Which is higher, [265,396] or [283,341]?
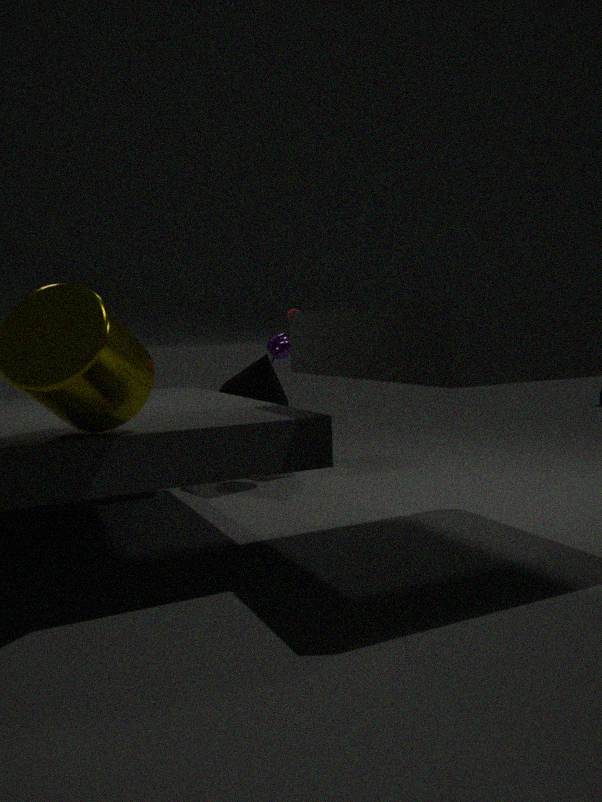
[283,341]
